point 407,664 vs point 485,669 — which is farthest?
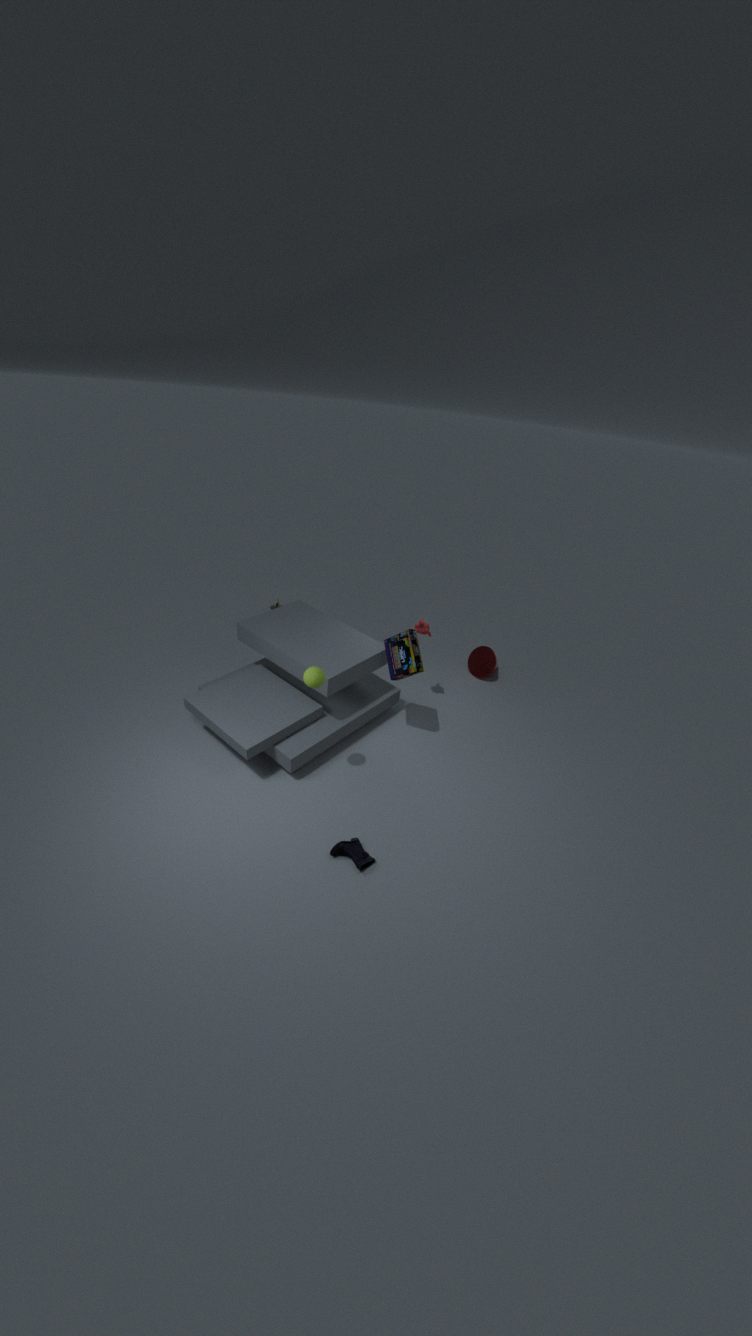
point 485,669
